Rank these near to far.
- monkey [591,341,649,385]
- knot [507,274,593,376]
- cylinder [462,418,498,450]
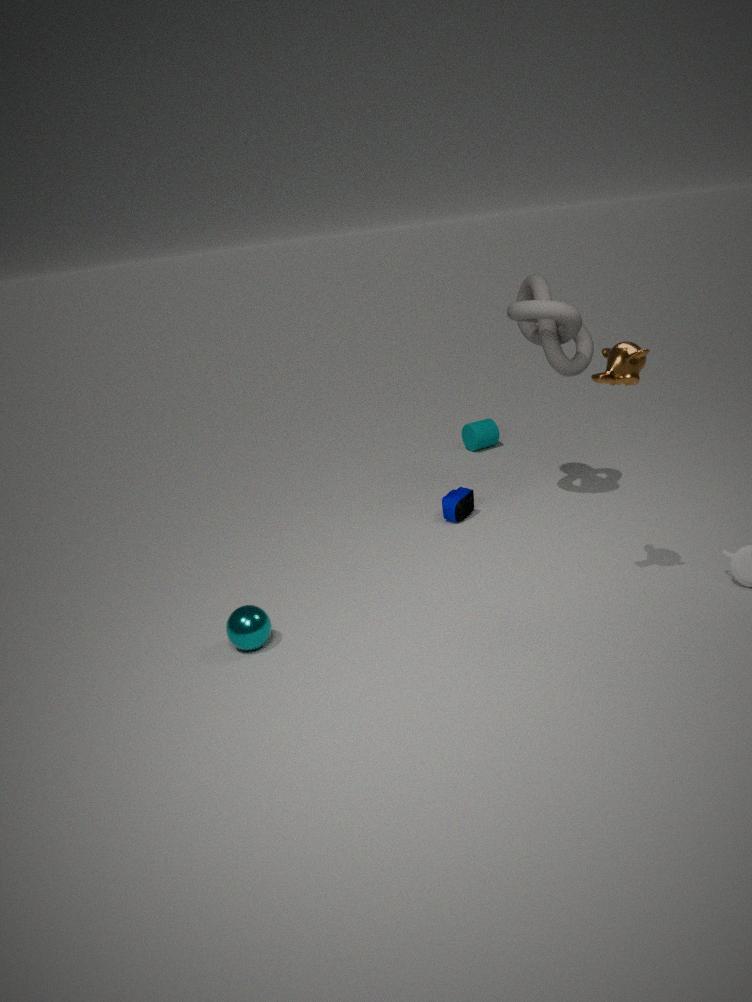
monkey [591,341,649,385], knot [507,274,593,376], cylinder [462,418,498,450]
